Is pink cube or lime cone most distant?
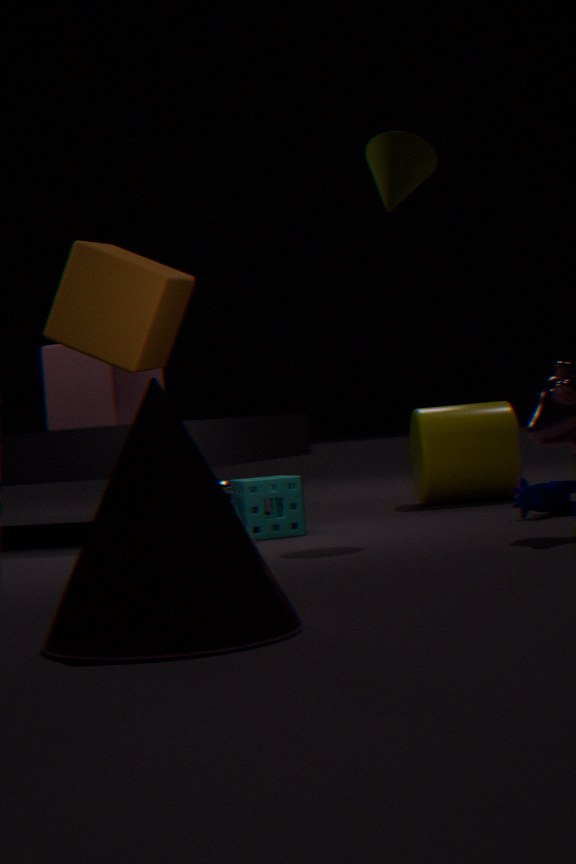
pink cube
